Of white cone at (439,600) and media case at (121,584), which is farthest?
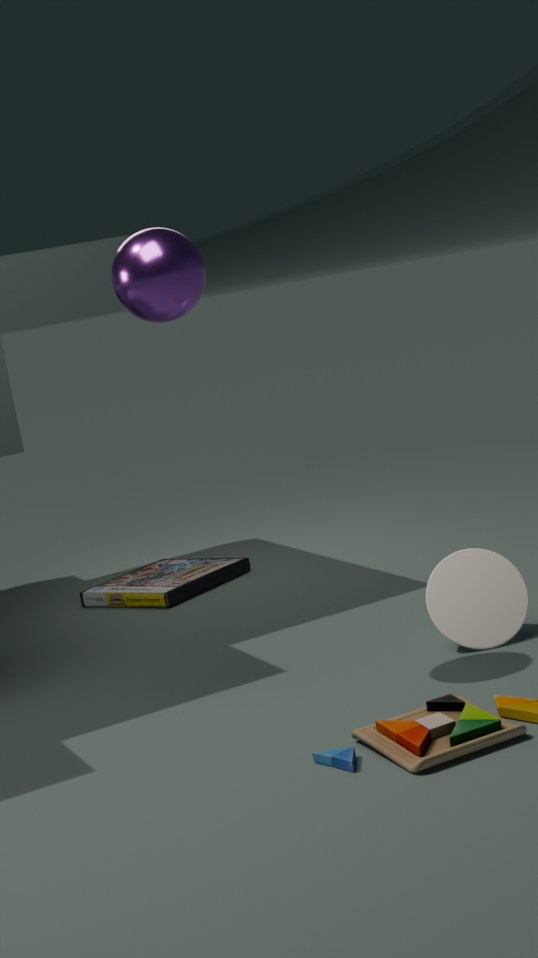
media case at (121,584)
